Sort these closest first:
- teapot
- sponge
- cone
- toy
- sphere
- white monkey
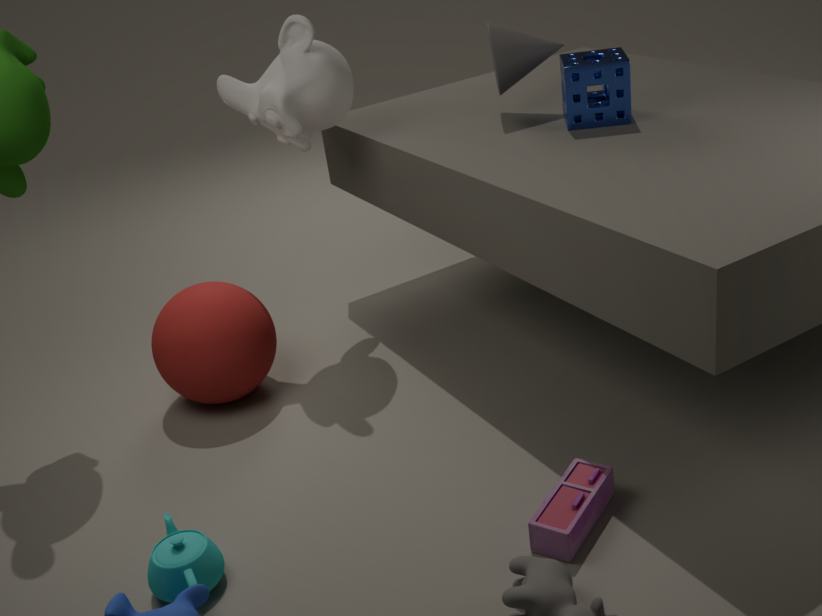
toy, teapot, sphere, sponge, white monkey, cone
